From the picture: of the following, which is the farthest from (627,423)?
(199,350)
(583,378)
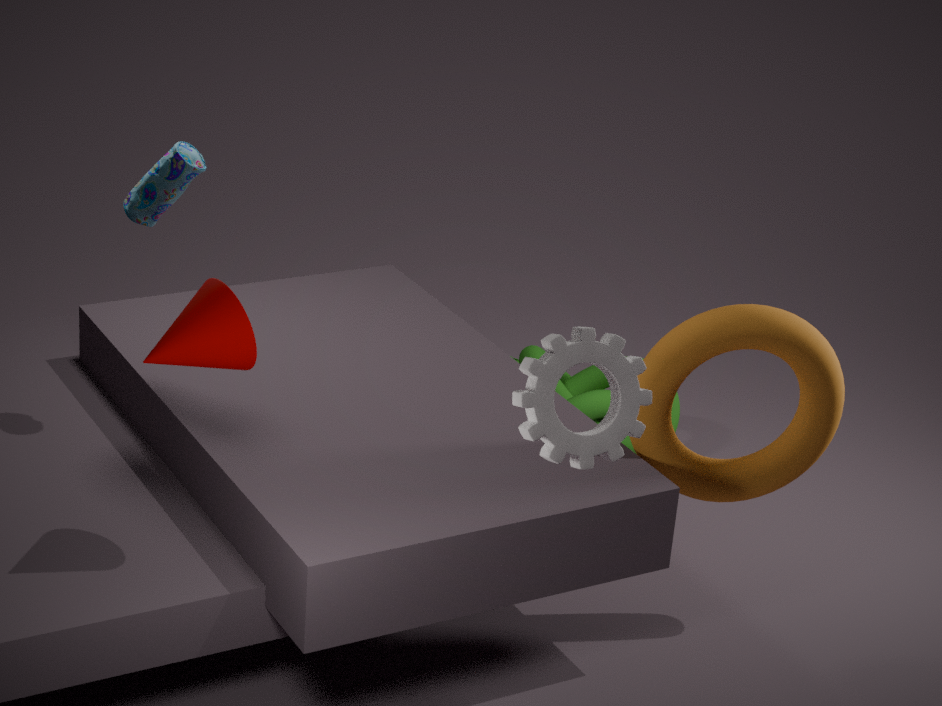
(583,378)
